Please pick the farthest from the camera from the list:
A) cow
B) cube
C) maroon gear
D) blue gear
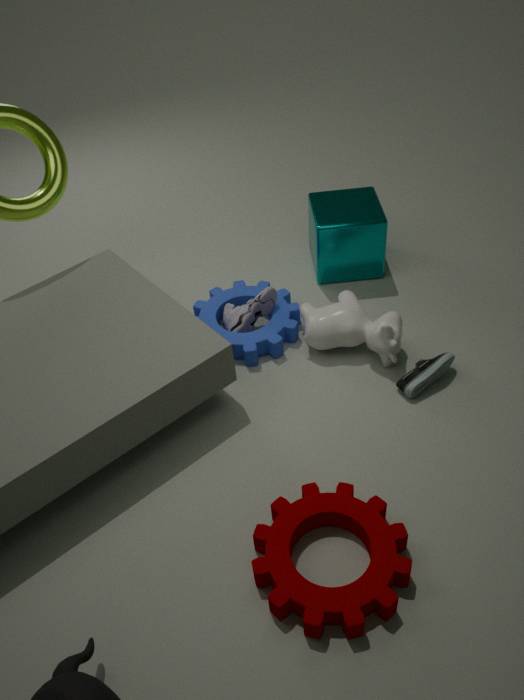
cube
